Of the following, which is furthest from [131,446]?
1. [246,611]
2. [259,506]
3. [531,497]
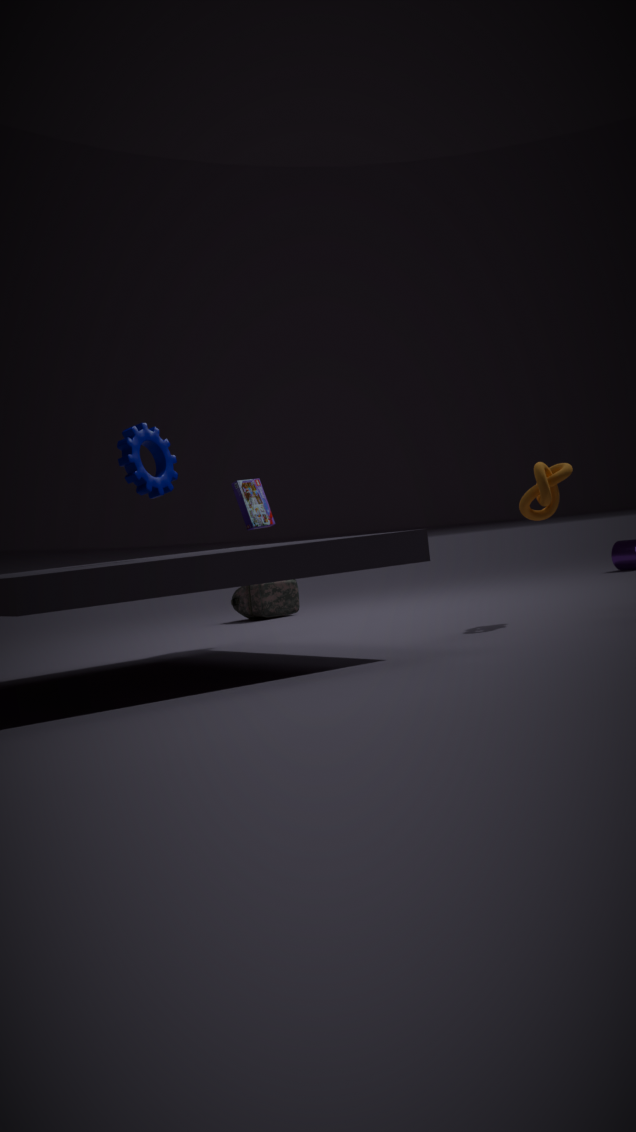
[246,611]
